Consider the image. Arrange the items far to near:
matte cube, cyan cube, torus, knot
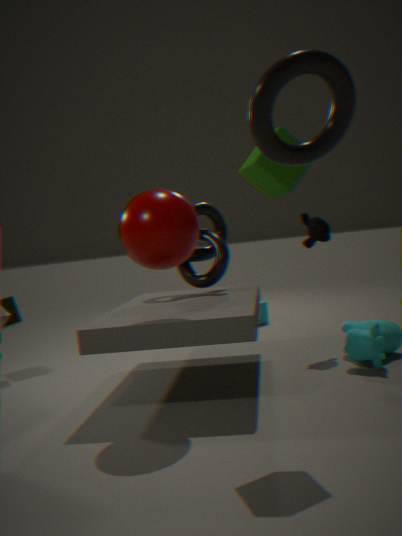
cyan cube → knot → matte cube → torus
